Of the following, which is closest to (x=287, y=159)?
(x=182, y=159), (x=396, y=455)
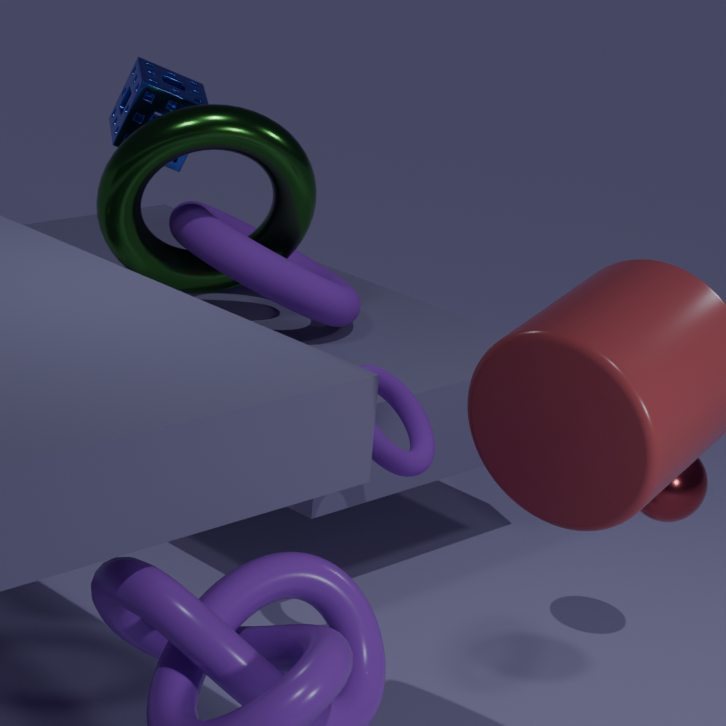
(x=182, y=159)
